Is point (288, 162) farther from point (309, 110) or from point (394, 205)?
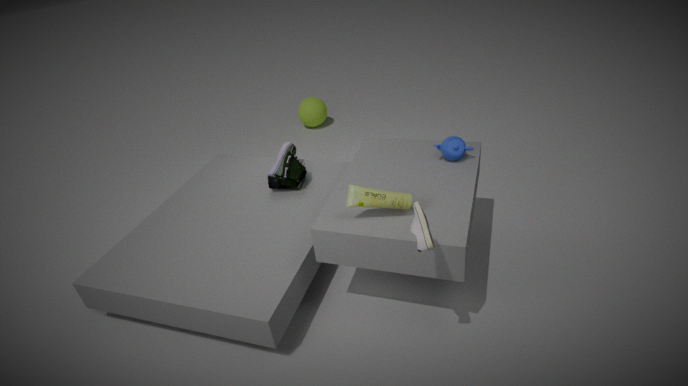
point (309, 110)
